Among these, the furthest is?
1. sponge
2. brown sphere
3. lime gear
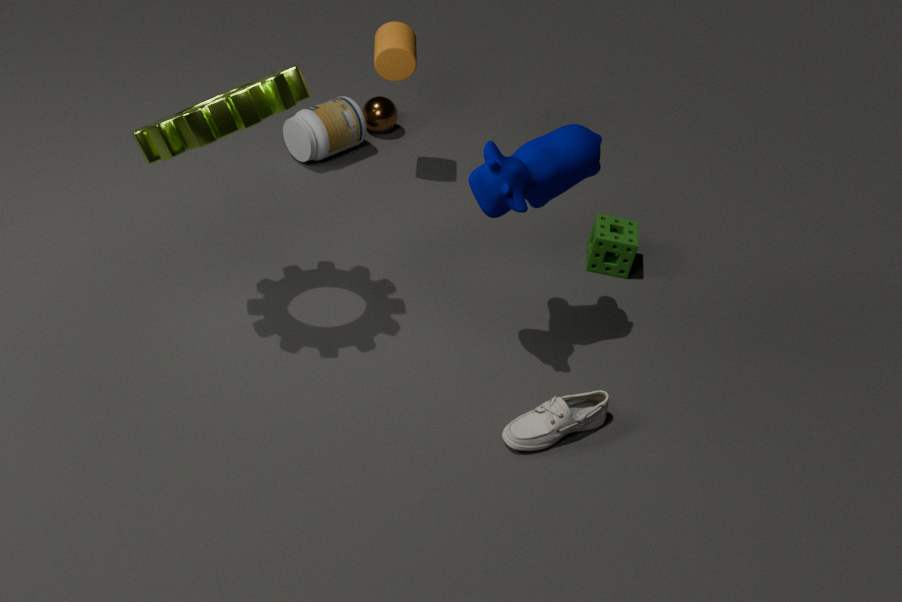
brown sphere
